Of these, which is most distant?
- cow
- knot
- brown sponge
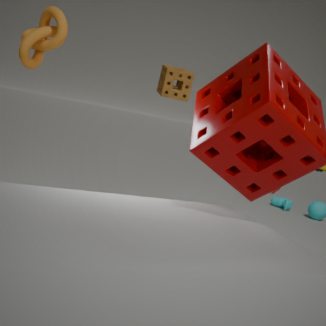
cow
